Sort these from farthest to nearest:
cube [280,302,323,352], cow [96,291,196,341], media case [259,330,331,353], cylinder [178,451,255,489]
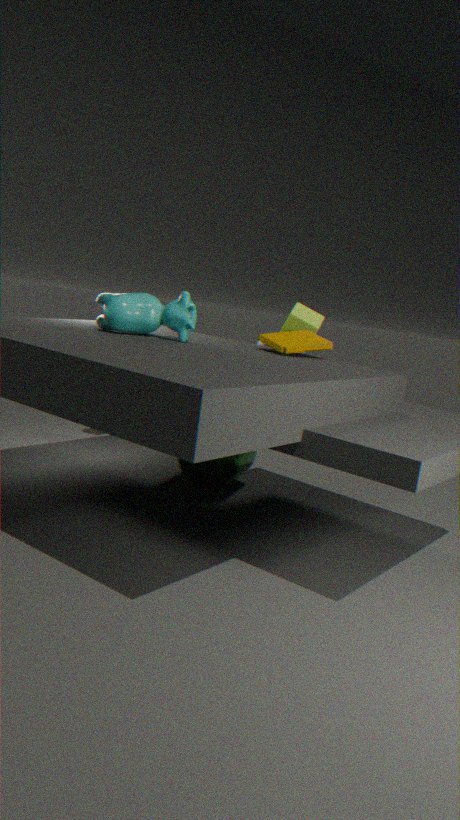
cube [280,302,323,352]
cylinder [178,451,255,489]
media case [259,330,331,353]
cow [96,291,196,341]
